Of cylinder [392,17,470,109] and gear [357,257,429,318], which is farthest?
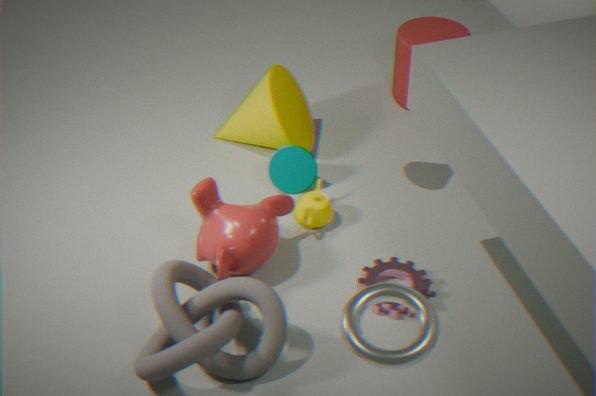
cylinder [392,17,470,109]
